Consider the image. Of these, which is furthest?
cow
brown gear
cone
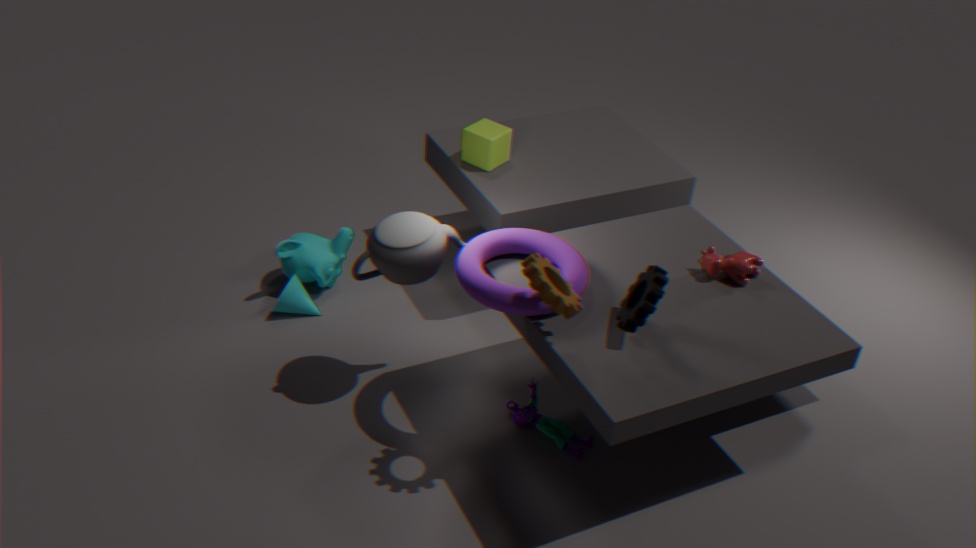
cone
